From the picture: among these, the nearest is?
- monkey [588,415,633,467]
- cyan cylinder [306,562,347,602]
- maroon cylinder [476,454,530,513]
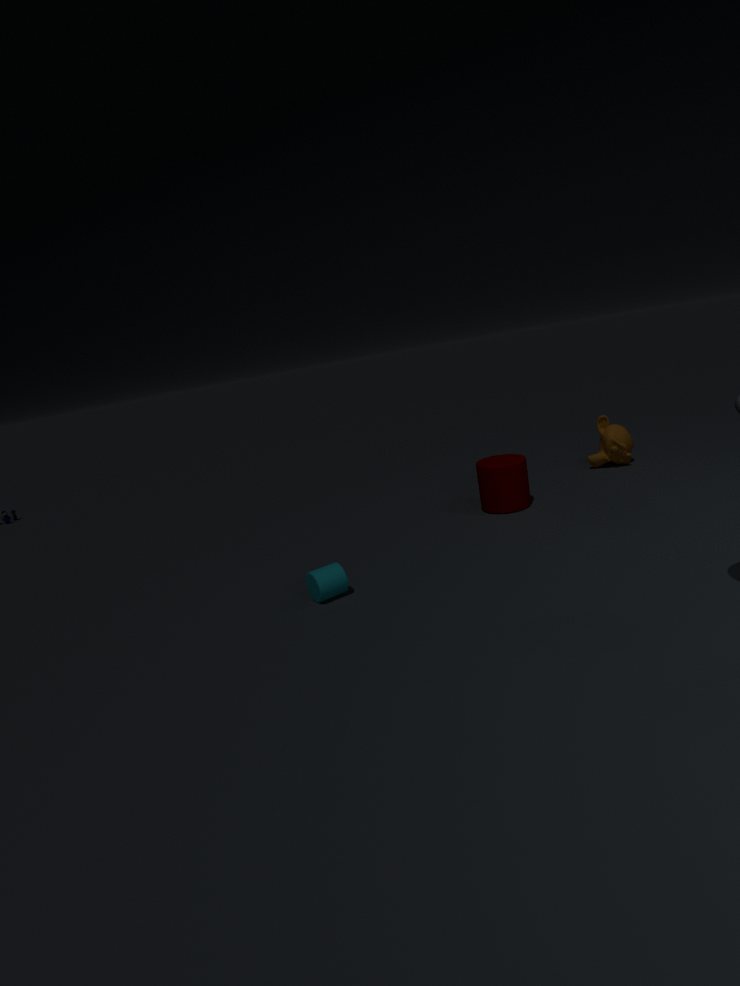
cyan cylinder [306,562,347,602]
